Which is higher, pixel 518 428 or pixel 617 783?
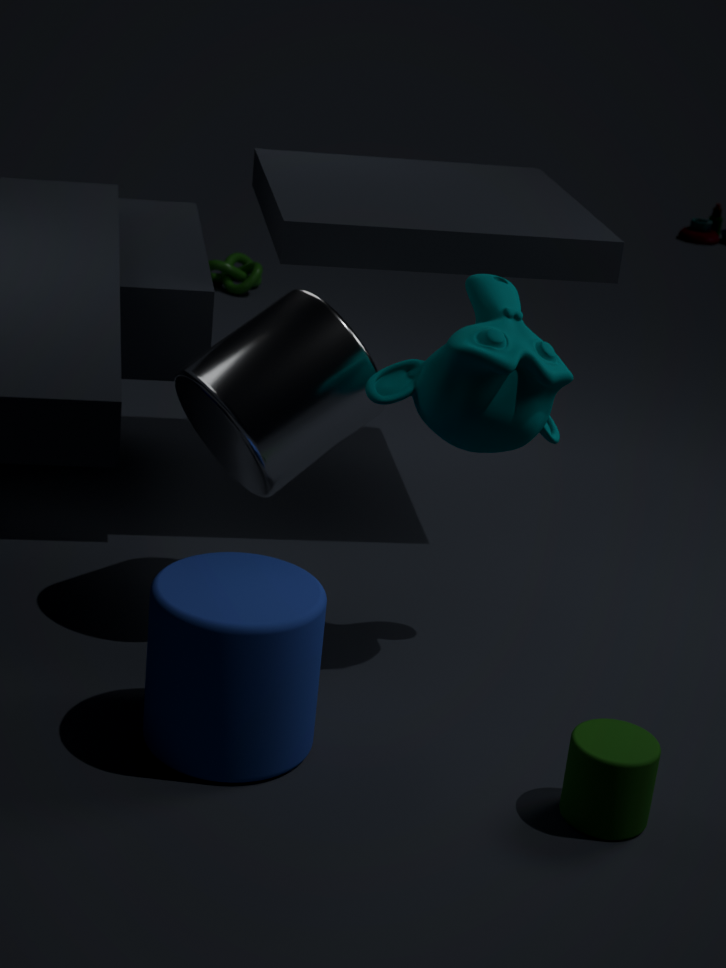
pixel 518 428
